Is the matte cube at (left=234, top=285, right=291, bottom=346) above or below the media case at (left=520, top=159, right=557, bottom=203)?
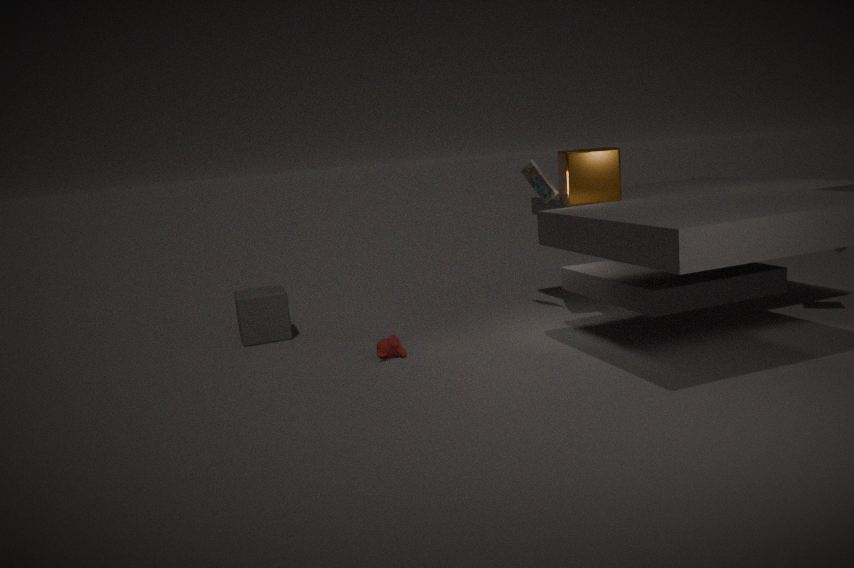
below
